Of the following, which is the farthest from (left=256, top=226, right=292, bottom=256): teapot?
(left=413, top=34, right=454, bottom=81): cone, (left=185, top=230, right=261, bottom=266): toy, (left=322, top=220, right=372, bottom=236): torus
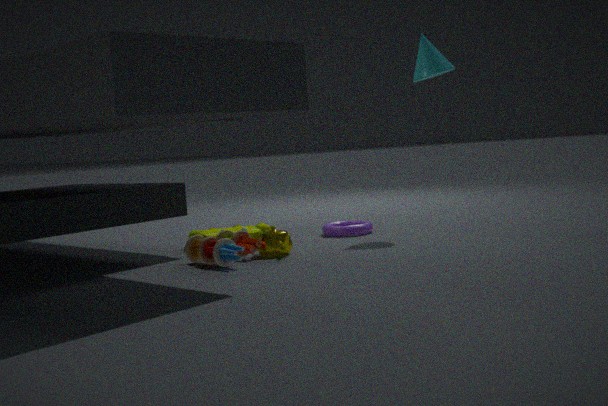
(left=413, top=34, right=454, bottom=81): cone
